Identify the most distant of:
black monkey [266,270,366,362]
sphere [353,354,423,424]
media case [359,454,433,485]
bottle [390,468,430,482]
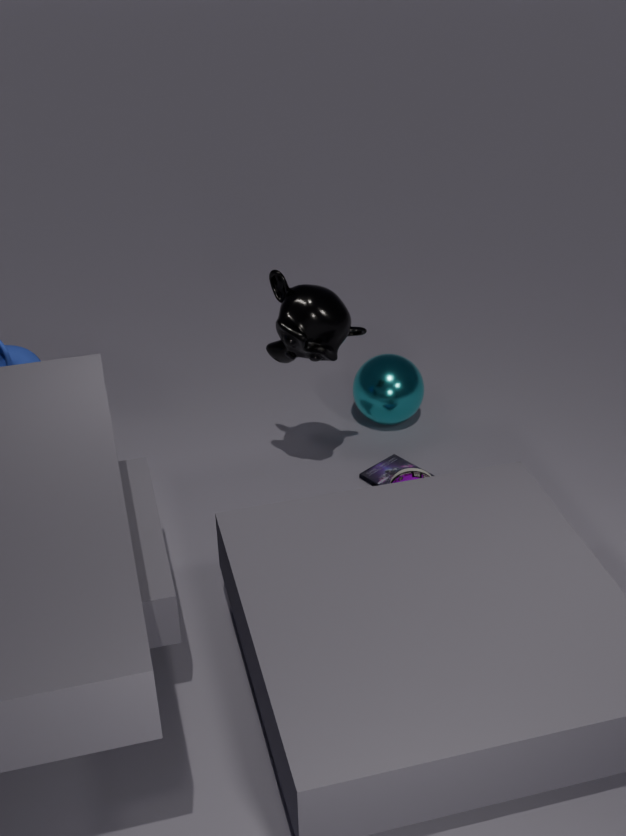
sphere [353,354,423,424]
